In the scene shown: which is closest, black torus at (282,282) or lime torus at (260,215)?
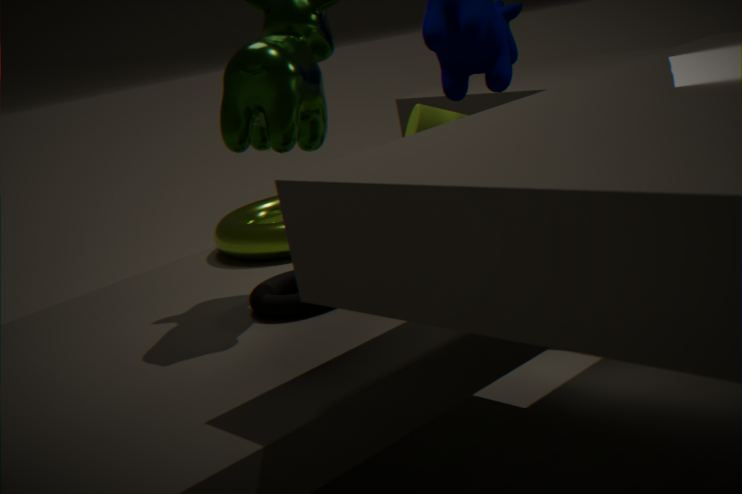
black torus at (282,282)
